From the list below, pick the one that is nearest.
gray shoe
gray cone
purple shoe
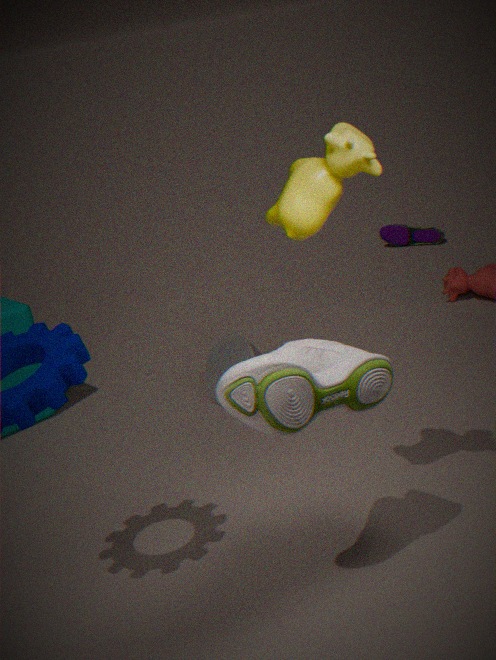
gray shoe
